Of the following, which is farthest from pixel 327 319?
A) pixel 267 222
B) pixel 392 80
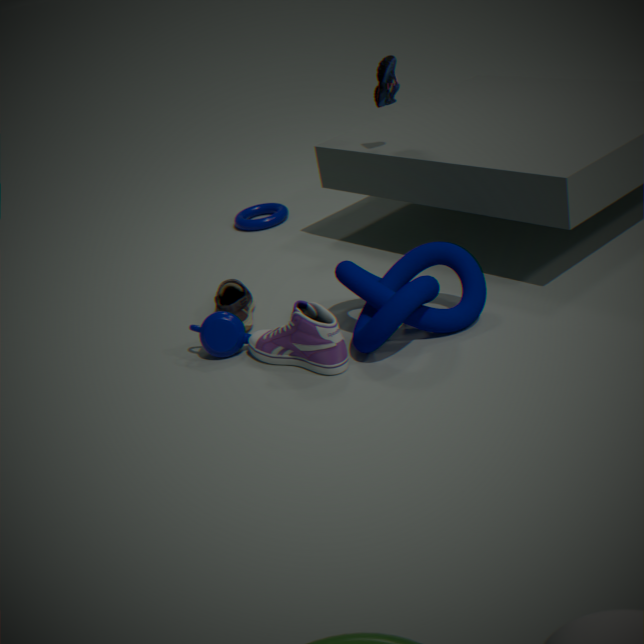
pixel 267 222
